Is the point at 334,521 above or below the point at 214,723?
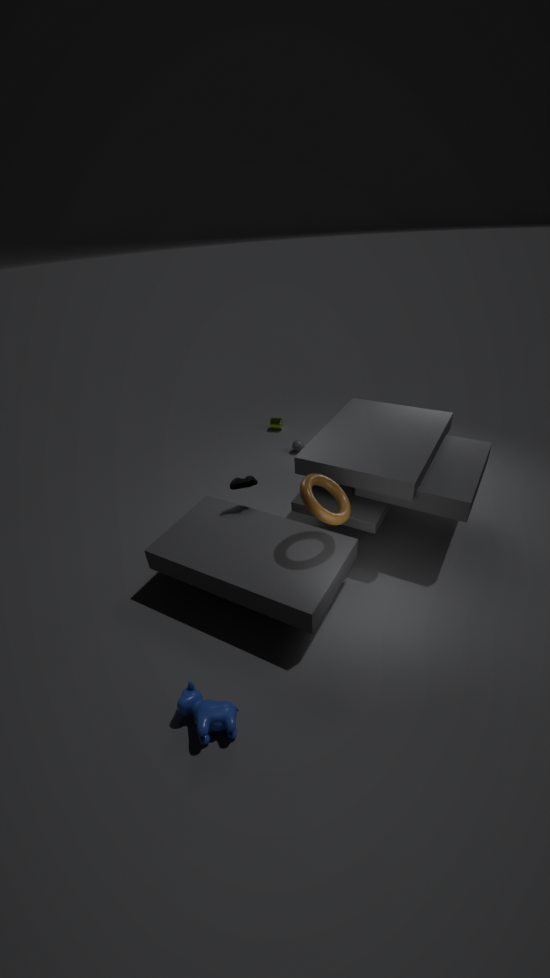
above
